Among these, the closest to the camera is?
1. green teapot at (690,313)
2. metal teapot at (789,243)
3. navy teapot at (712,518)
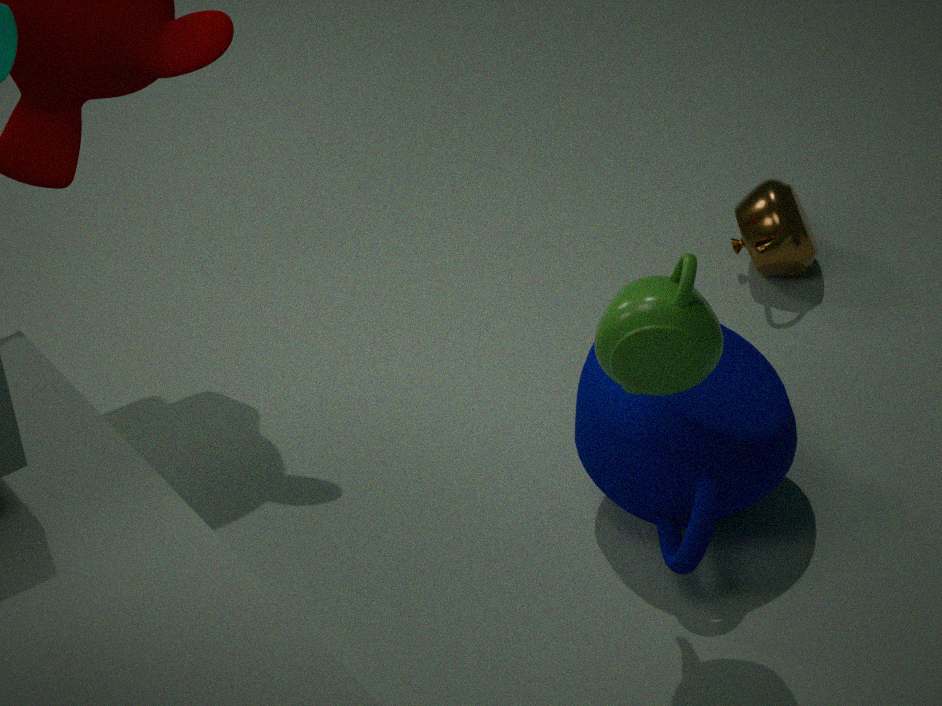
green teapot at (690,313)
